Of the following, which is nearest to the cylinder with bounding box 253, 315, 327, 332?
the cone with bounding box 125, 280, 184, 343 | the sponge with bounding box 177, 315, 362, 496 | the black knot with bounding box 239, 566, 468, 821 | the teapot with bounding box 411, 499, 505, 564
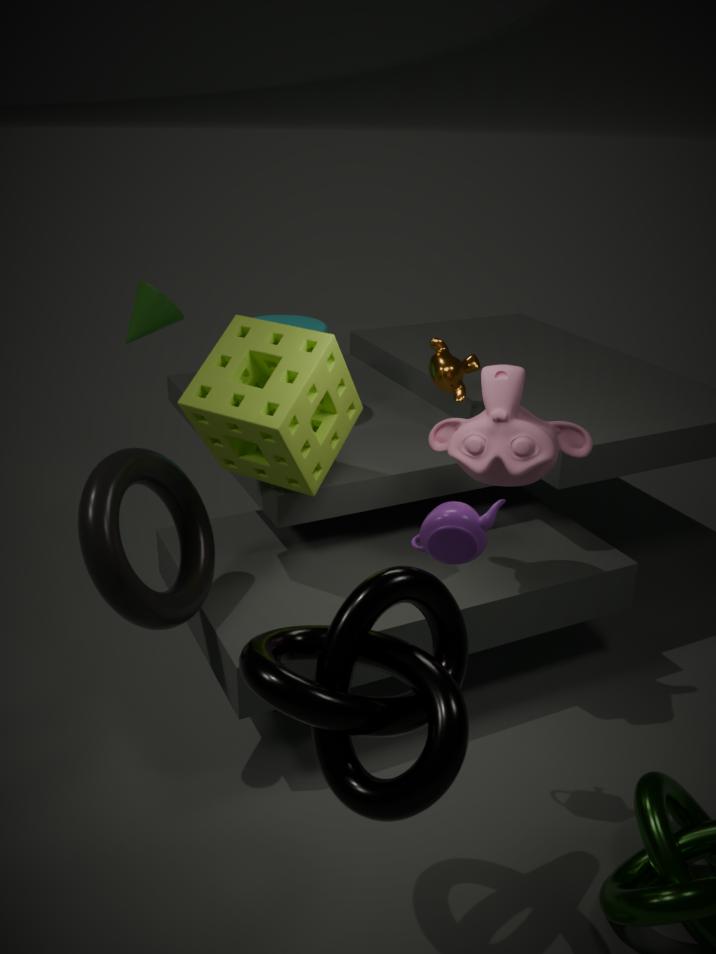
the cone with bounding box 125, 280, 184, 343
